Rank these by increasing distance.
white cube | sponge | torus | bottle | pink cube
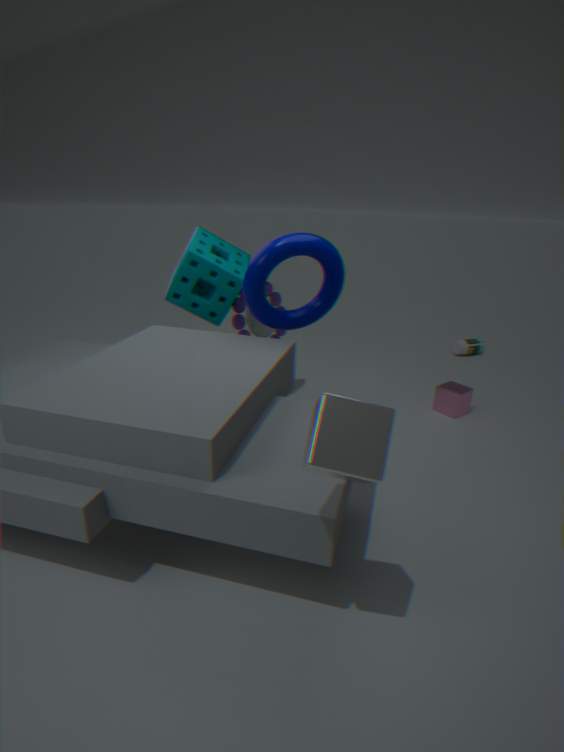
white cube
torus
sponge
pink cube
bottle
